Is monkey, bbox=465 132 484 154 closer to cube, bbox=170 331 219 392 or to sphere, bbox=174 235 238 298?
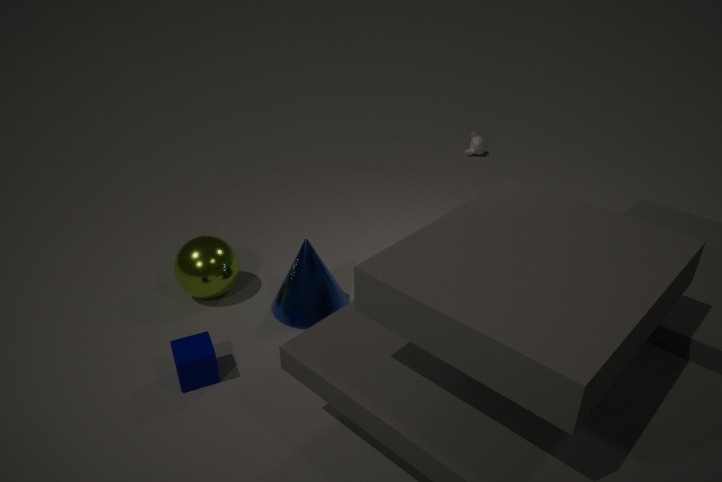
sphere, bbox=174 235 238 298
